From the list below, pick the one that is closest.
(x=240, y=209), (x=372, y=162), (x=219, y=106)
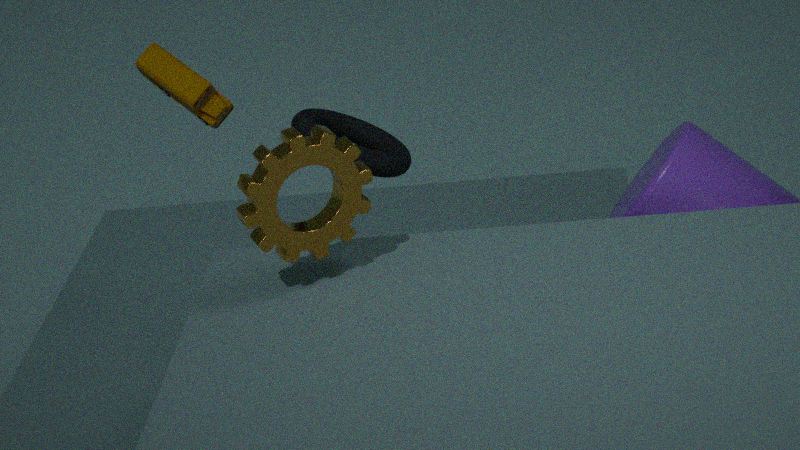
(x=240, y=209)
